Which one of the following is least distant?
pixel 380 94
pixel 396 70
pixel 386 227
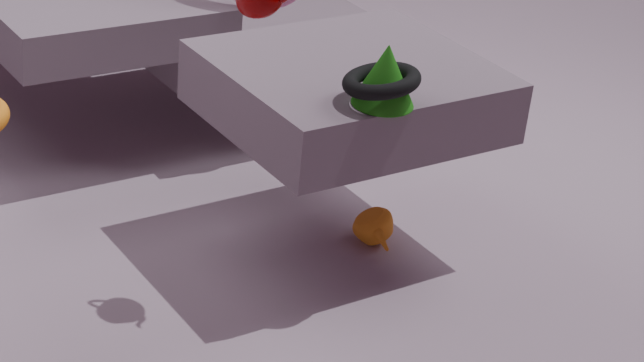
pixel 380 94
